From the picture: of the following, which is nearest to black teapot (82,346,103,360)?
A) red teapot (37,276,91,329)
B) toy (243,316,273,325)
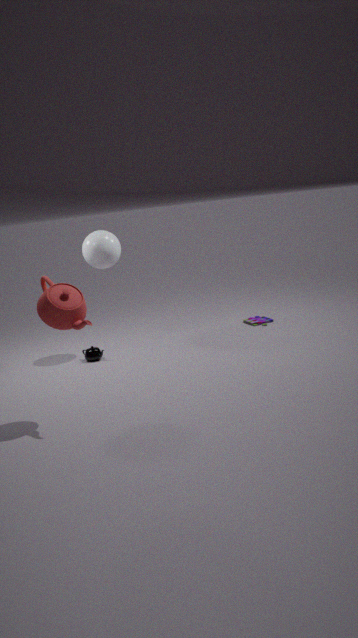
red teapot (37,276,91,329)
